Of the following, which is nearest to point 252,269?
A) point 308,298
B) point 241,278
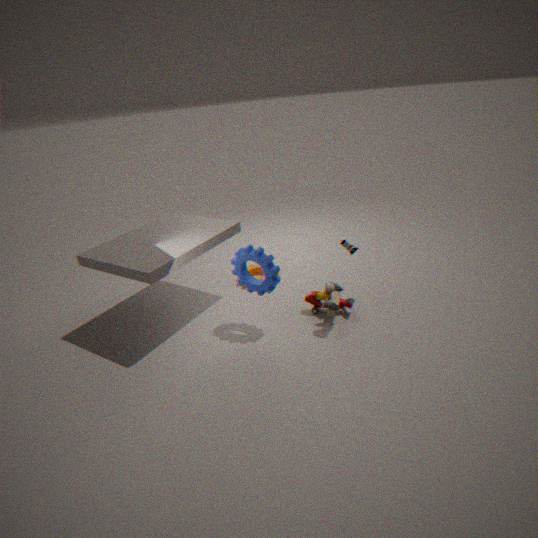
point 241,278
